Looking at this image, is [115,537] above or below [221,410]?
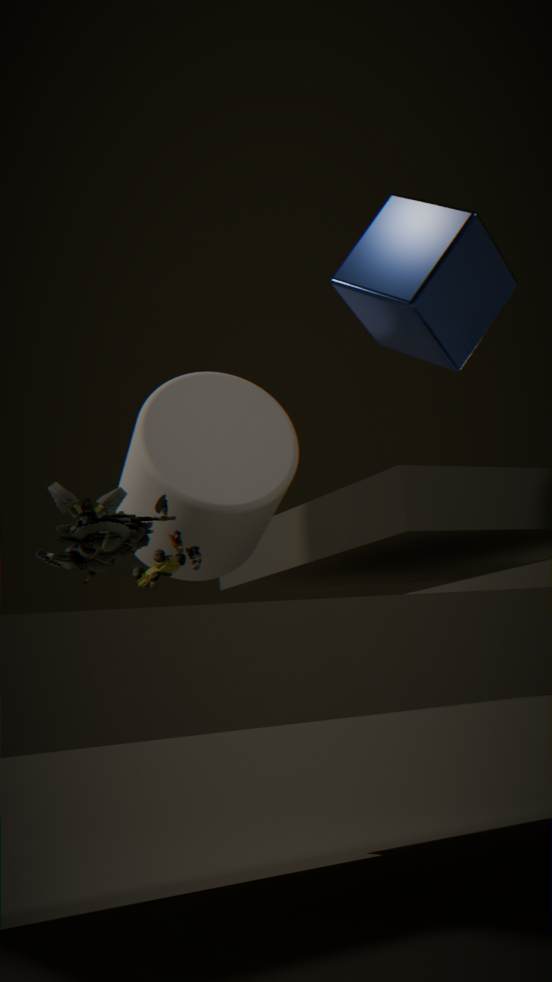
below
